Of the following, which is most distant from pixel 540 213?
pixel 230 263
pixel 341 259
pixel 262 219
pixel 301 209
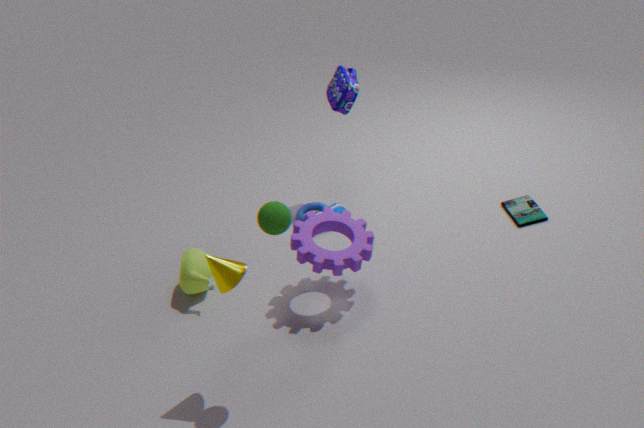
pixel 230 263
